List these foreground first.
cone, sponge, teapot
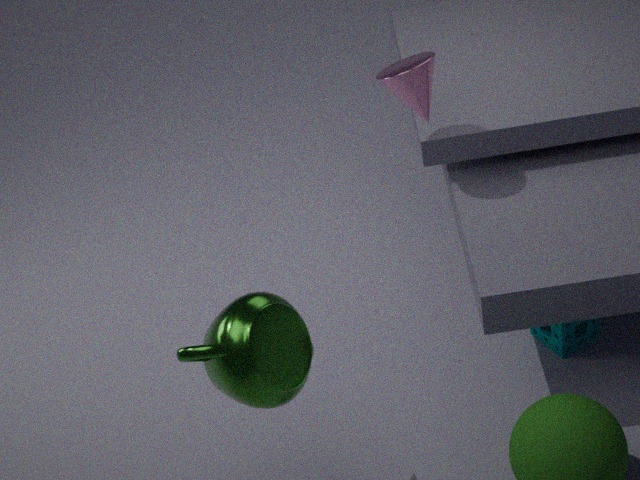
teapot
cone
sponge
